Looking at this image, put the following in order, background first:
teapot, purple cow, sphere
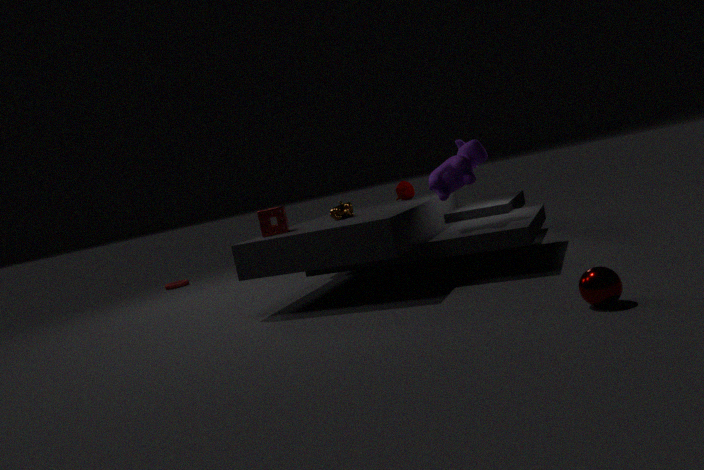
teapot < purple cow < sphere
